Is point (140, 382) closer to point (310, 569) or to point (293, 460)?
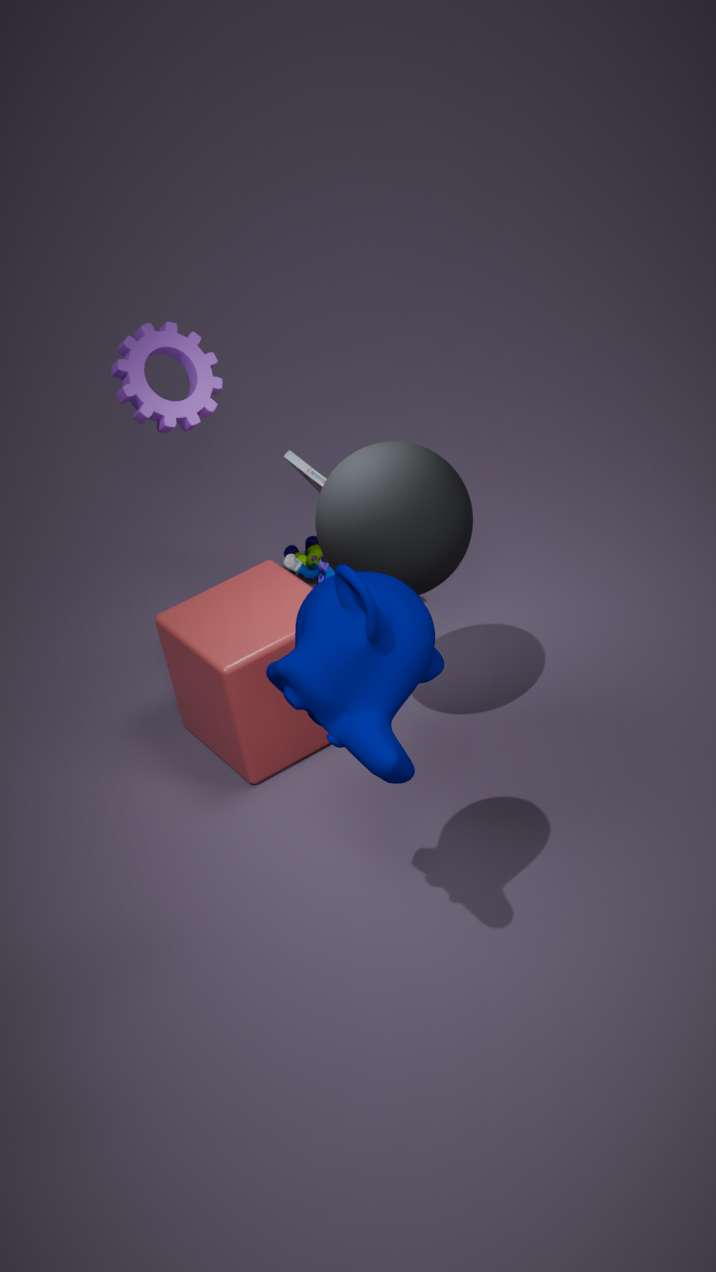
point (293, 460)
